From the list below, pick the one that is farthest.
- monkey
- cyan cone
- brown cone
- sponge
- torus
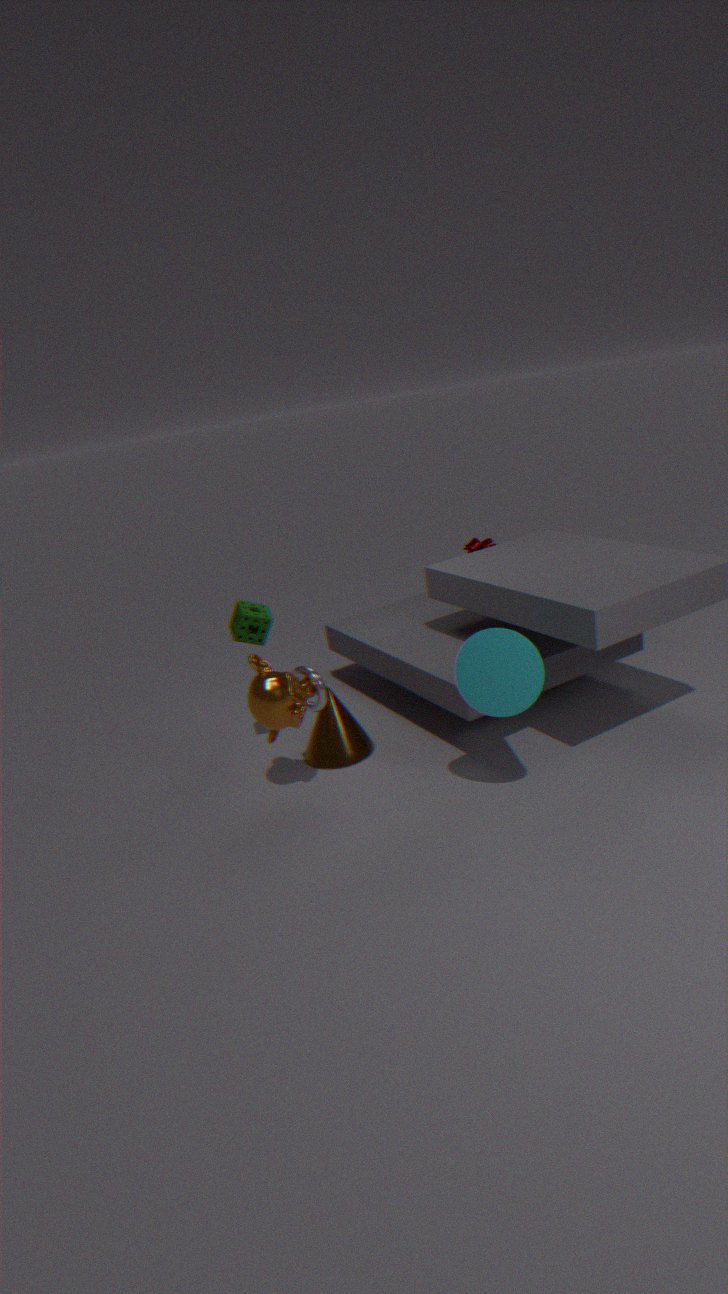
brown cone
